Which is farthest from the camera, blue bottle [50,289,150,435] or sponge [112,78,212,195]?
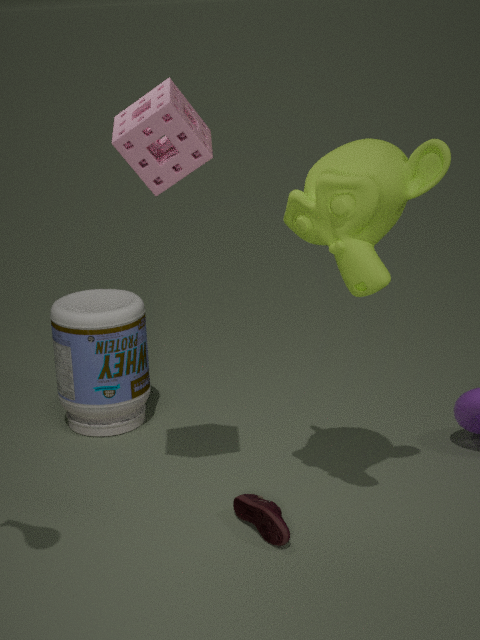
blue bottle [50,289,150,435]
